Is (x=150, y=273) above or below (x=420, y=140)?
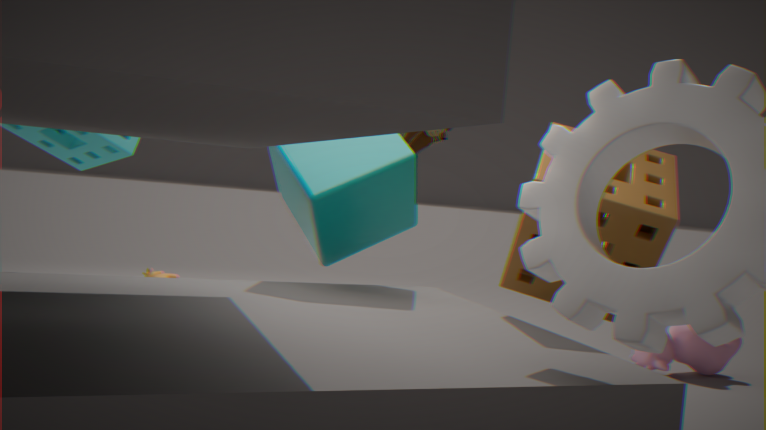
below
